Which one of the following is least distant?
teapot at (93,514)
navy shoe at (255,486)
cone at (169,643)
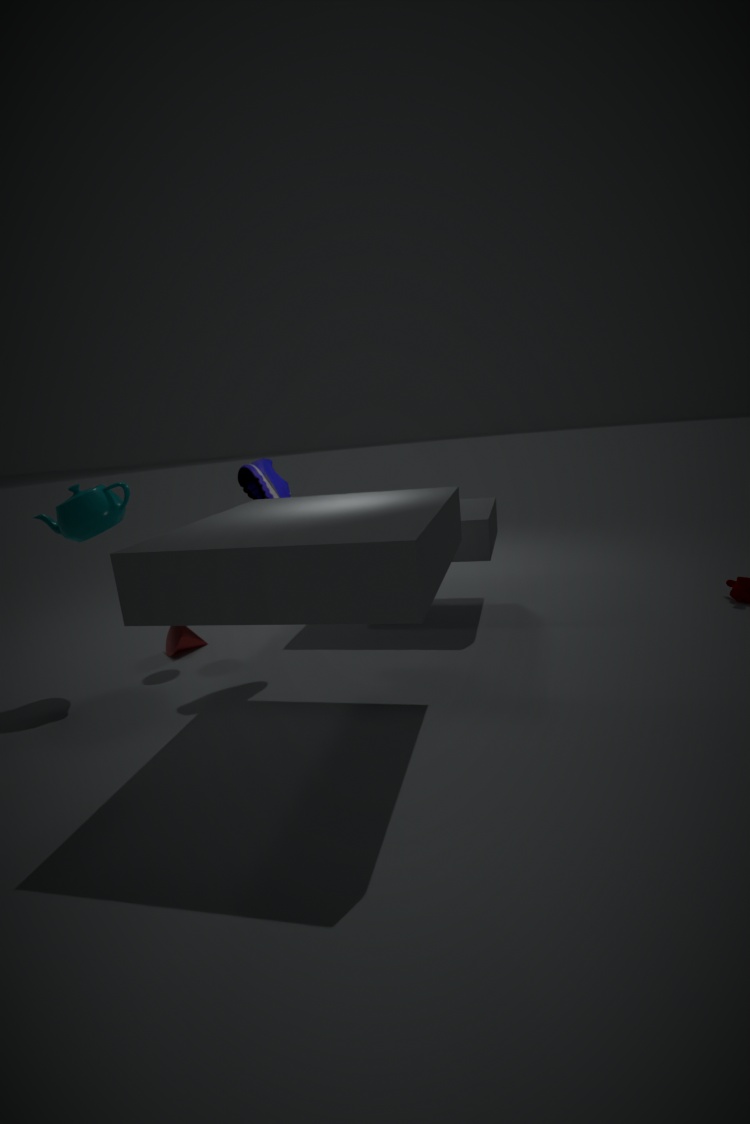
teapot at (93,514)
